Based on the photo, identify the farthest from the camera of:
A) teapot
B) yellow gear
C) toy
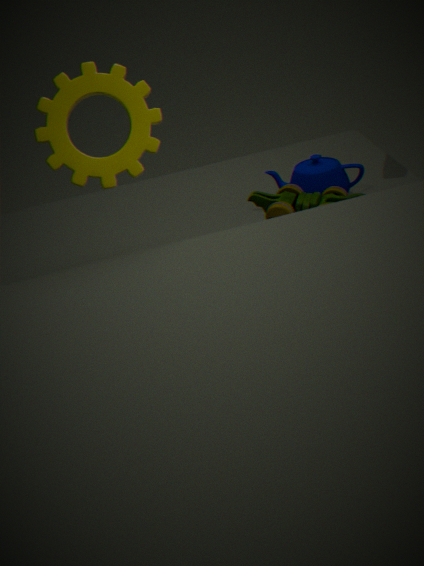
teapot
